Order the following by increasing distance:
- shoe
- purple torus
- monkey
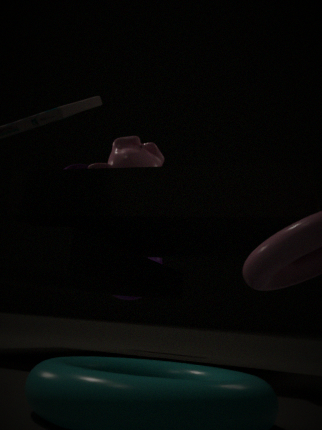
monkey < shoe < purple torus
